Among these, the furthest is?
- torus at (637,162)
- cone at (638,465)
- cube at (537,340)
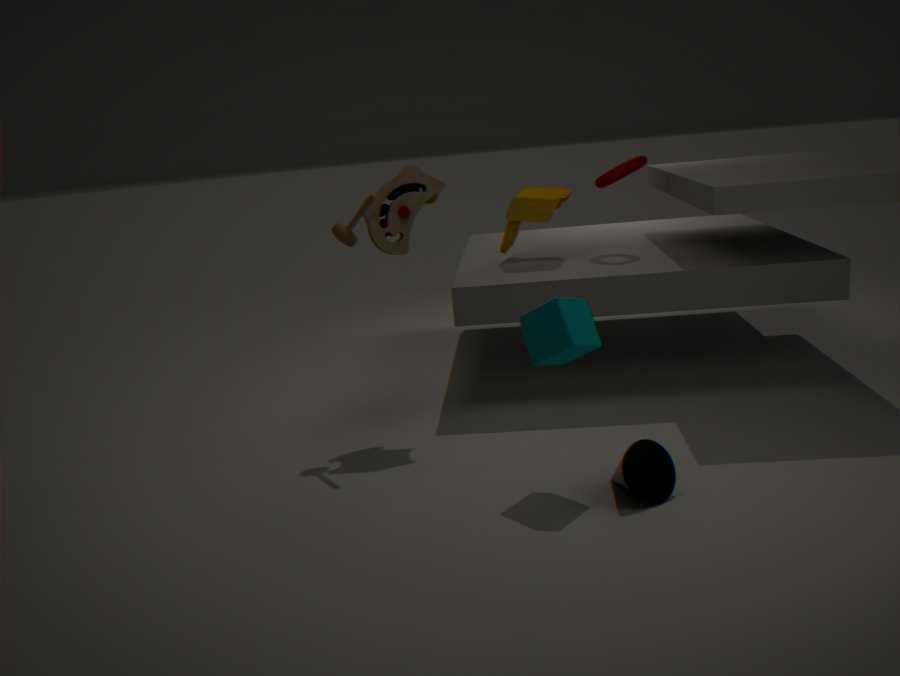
torus at (637,162)
